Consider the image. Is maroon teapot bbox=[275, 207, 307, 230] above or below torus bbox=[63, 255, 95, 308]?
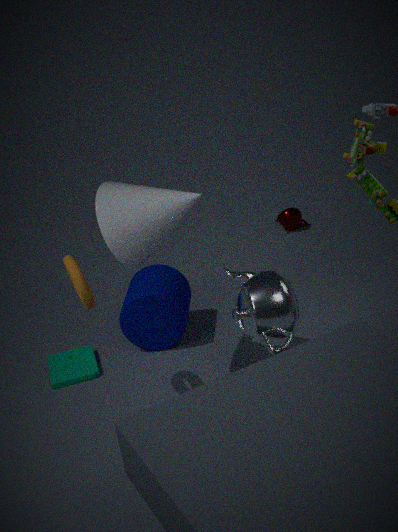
below
